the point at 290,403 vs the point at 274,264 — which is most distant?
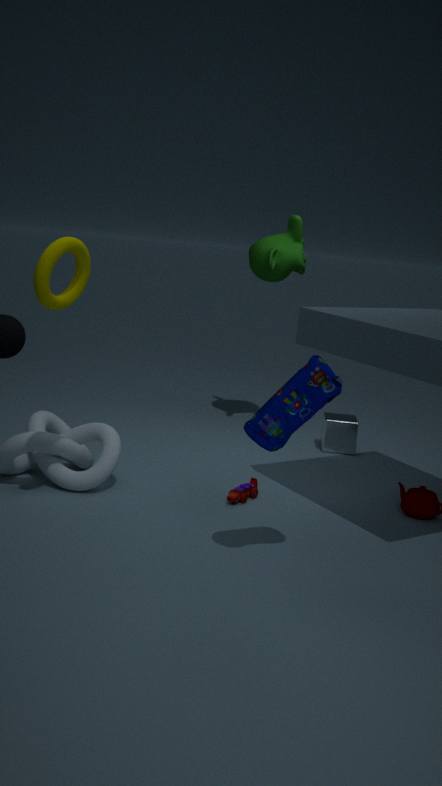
the point at 274,264
